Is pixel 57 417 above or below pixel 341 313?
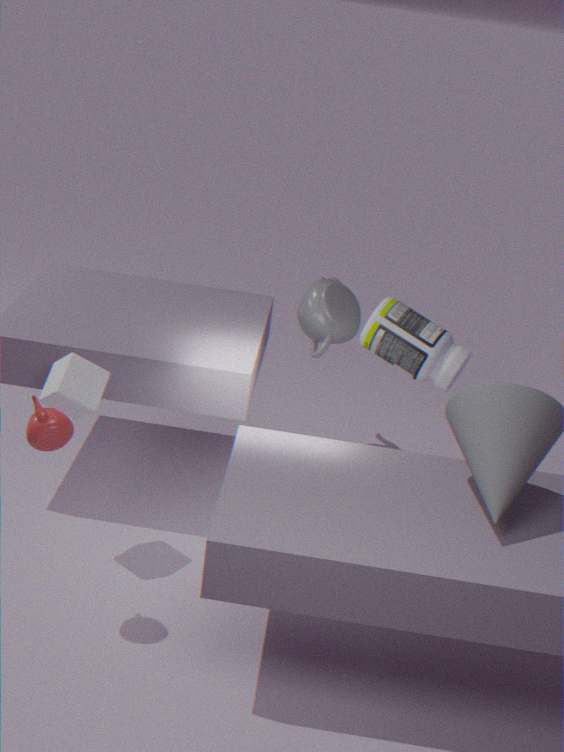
above
